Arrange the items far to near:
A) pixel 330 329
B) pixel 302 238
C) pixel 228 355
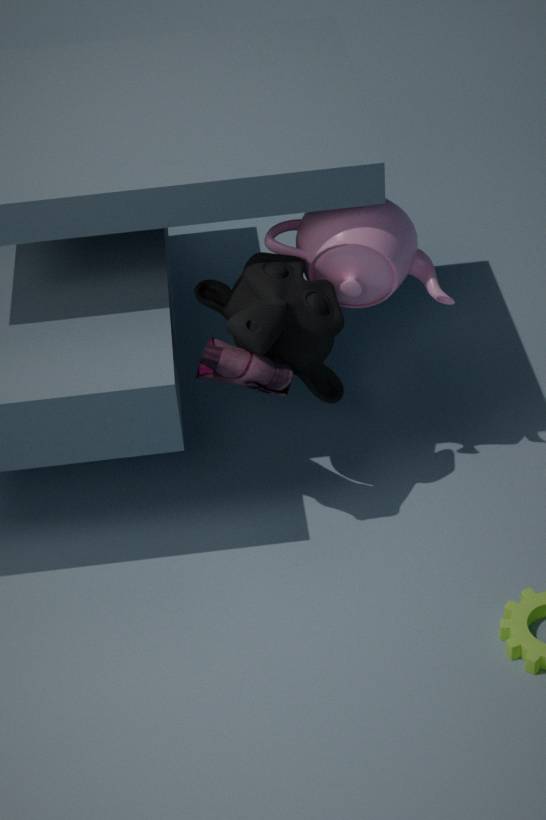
1. pixel 302 238
2. pixel 330 329
3. pixel 228 355
